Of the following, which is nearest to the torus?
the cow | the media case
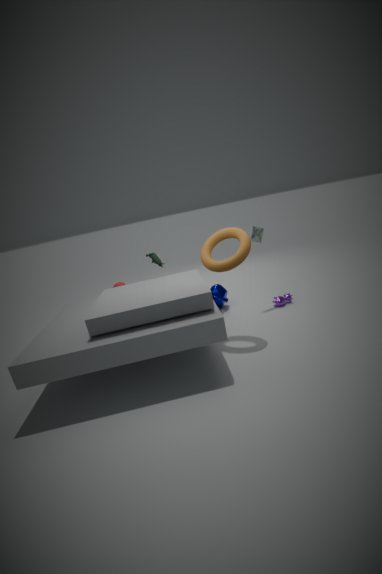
the media case
